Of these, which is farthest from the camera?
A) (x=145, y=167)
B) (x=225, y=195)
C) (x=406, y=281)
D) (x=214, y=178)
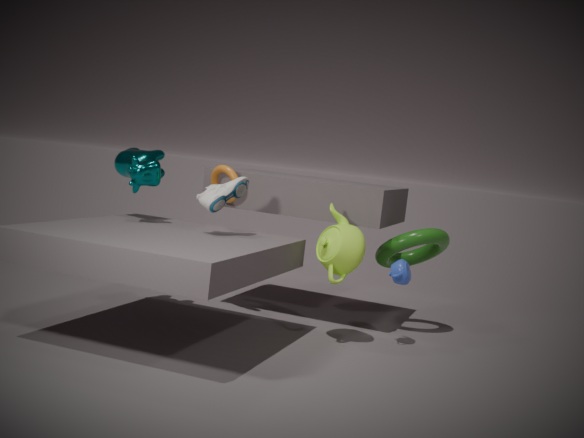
(x=214, y=178)
